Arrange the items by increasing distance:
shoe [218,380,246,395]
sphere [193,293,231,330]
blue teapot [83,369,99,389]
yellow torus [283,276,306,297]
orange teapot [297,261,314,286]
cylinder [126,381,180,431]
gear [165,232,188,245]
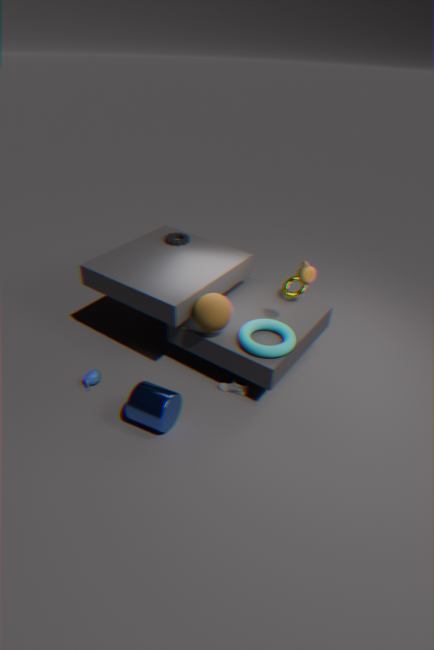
cylinder [126,381,180,431]
orange teapot [297,261,314,286]
sphere [193,293,231,330]
blue teapot [83,369,99,389]
shoe [218,380,246,395]
yellow torus [283,276,306,297]
gear [165,232,188,245]
